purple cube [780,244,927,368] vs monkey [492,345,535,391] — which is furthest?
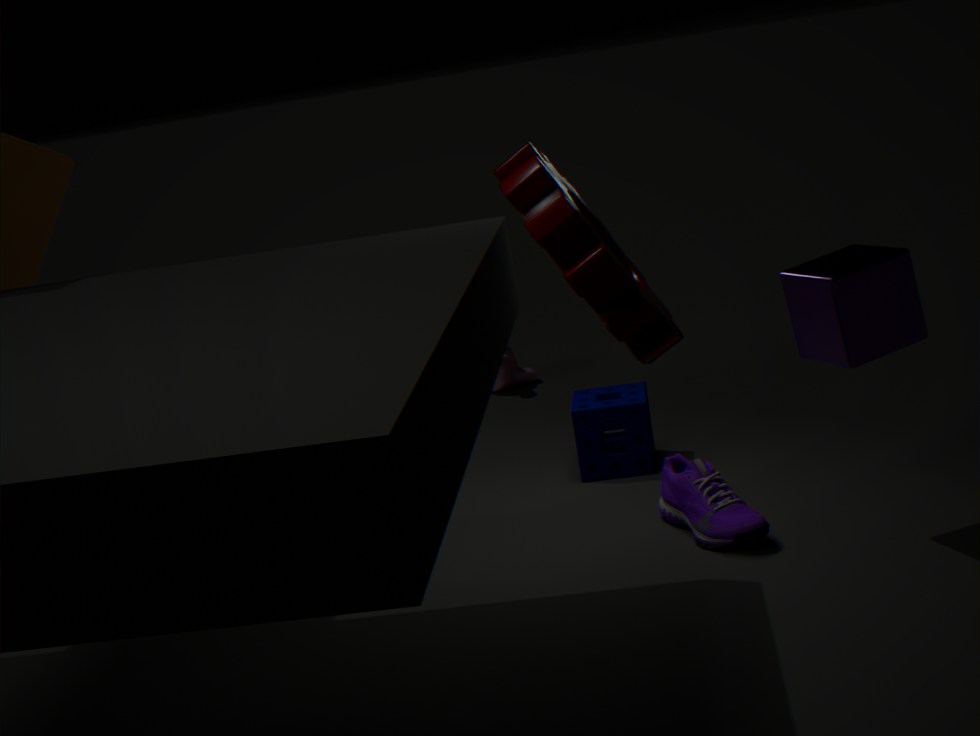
monkey [492,345,535,391]
